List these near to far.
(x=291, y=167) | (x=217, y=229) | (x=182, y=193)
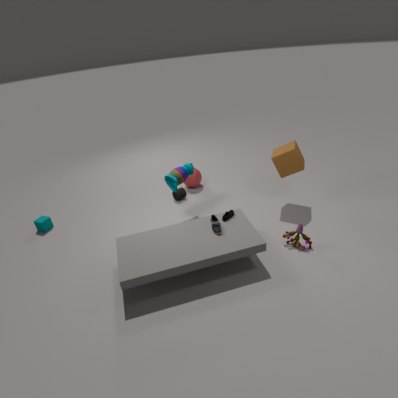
(x=217, y=229) < (x=291, y=167) < (x=182, y=193)
